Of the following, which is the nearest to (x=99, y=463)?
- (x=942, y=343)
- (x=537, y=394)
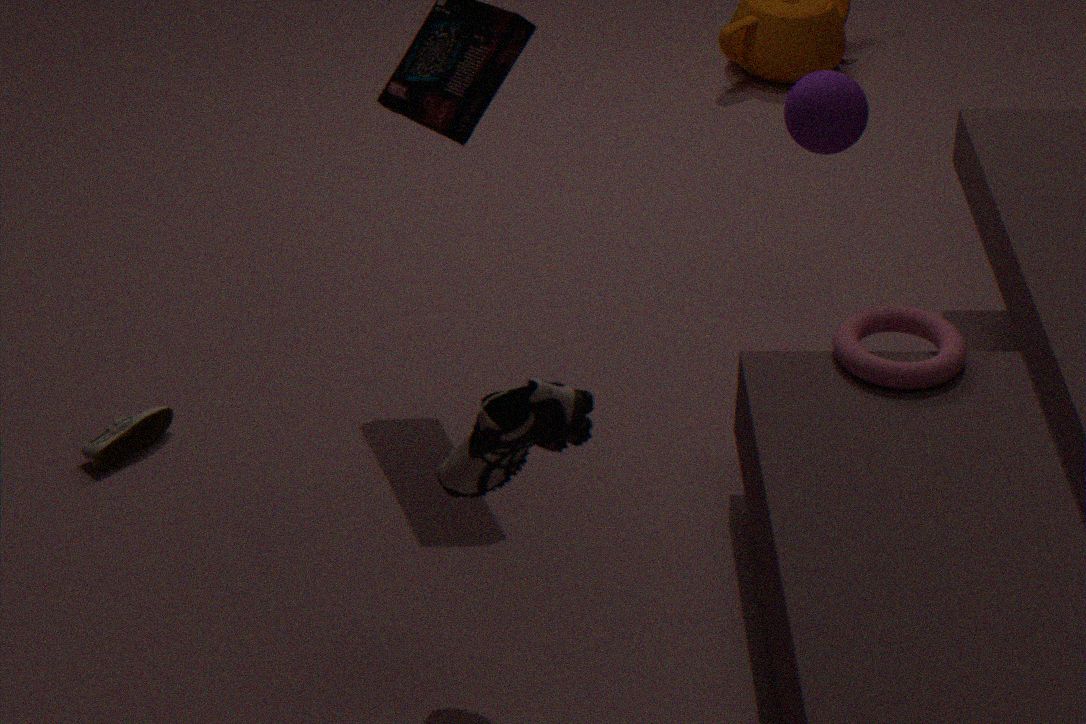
(x=537, y=394)
